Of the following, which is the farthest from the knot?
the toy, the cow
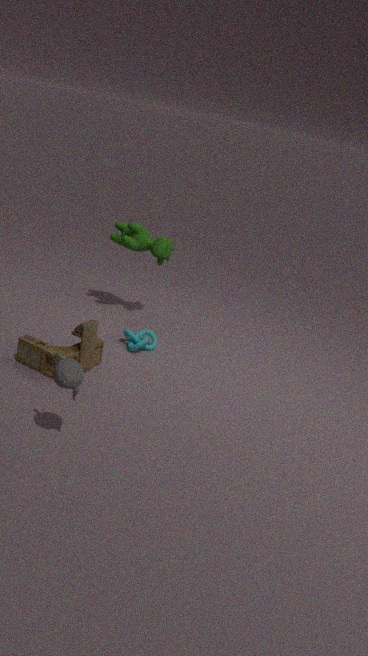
the cow
